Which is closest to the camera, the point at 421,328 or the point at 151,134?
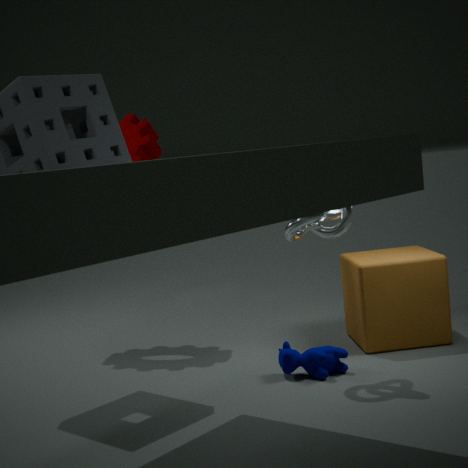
the point at 421,328
